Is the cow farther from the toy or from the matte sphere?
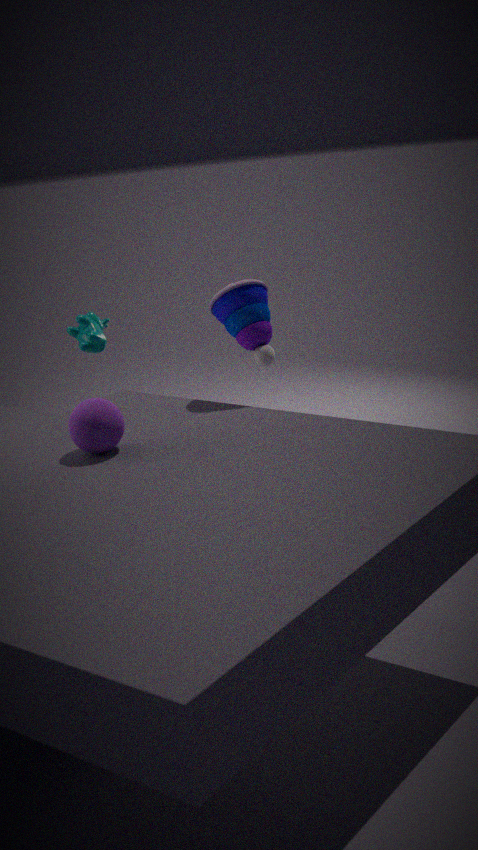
the matte sphere
